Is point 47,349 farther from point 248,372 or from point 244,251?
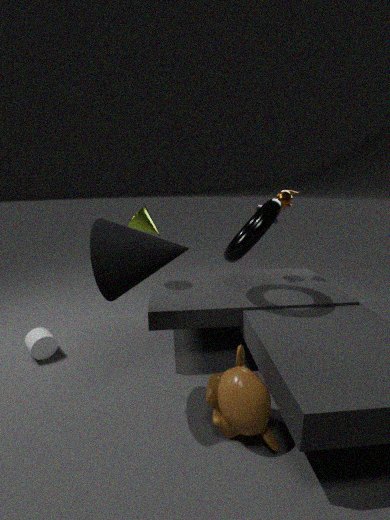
point 244,251
